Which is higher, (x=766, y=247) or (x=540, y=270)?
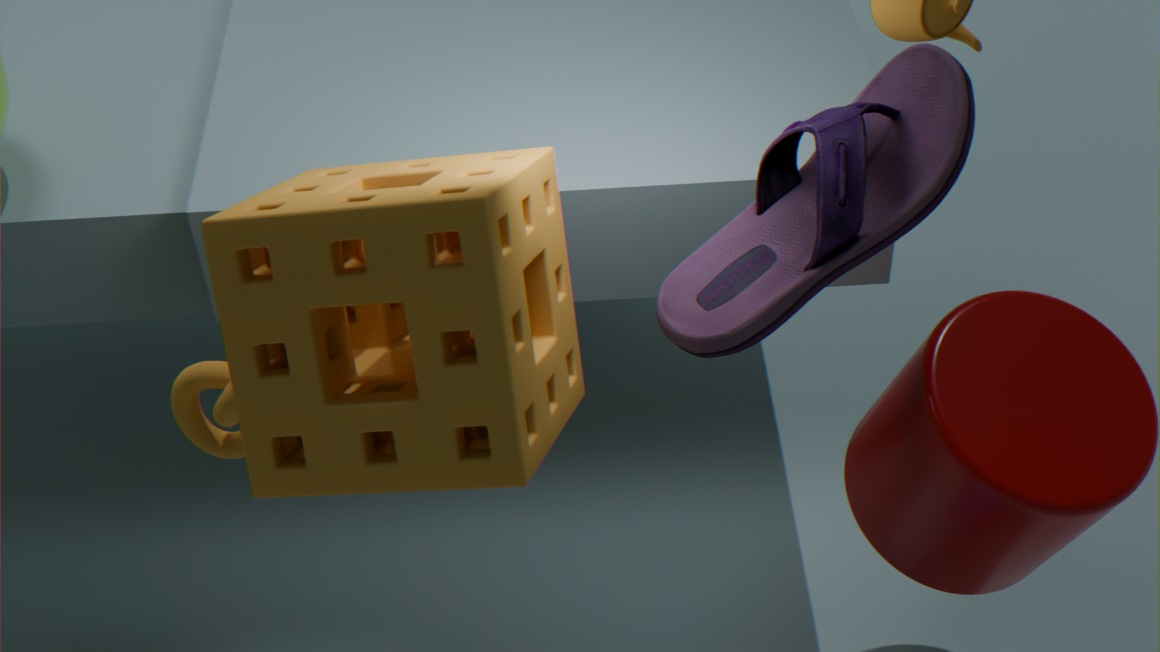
(x=766, y=247)
